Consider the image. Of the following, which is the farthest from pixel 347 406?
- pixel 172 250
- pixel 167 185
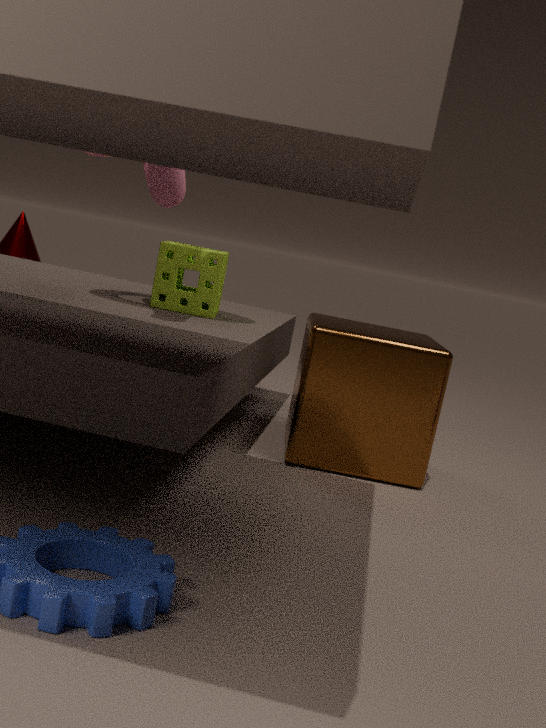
pixel 167 185
